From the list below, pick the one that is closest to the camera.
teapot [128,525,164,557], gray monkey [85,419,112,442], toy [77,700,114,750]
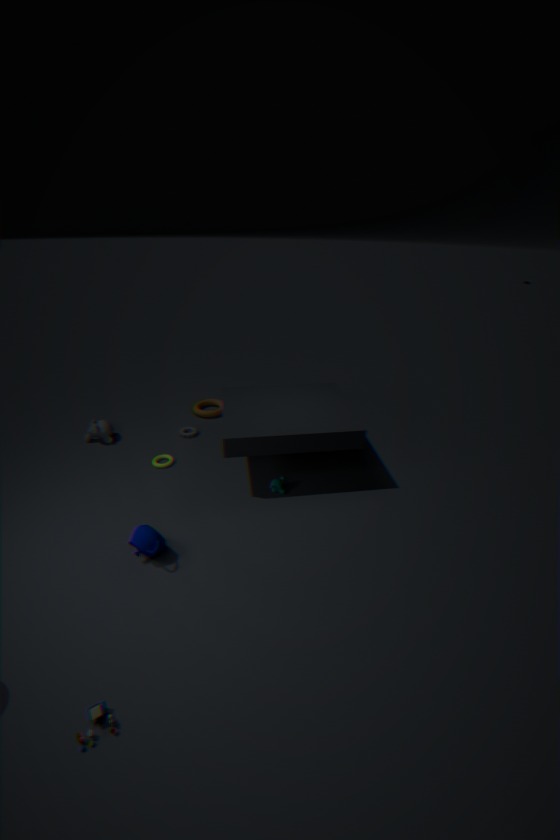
toy [77,700,114,750]
